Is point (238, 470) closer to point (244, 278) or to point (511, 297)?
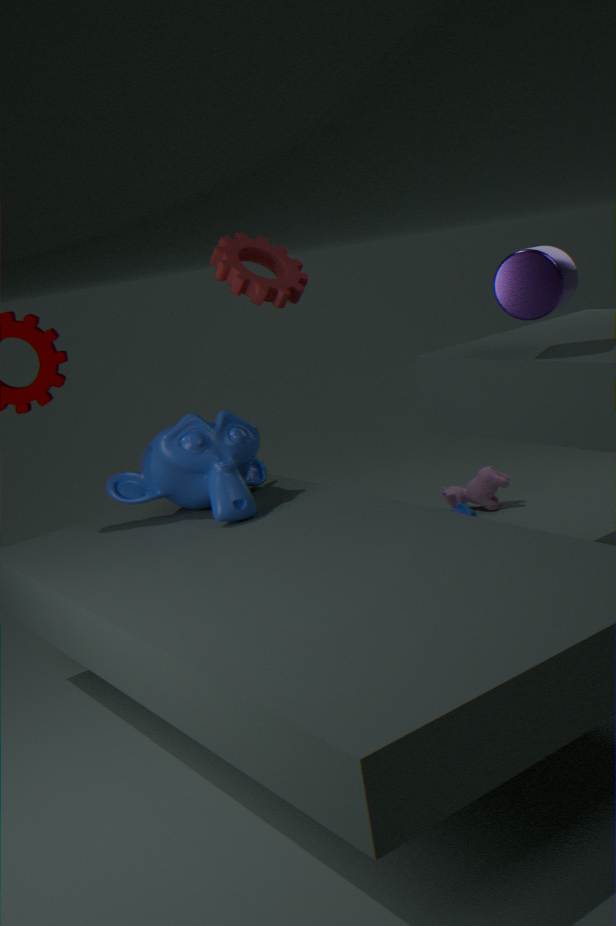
point (244, 278)
